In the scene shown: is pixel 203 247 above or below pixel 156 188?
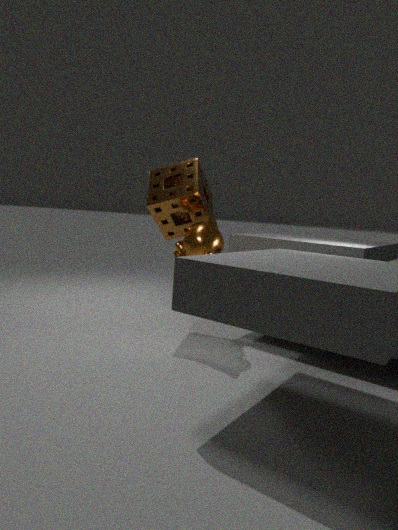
below
